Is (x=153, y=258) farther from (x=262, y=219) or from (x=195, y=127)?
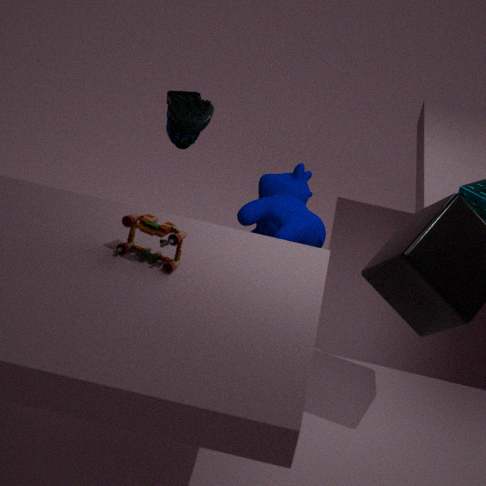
(x=195, y=127)
